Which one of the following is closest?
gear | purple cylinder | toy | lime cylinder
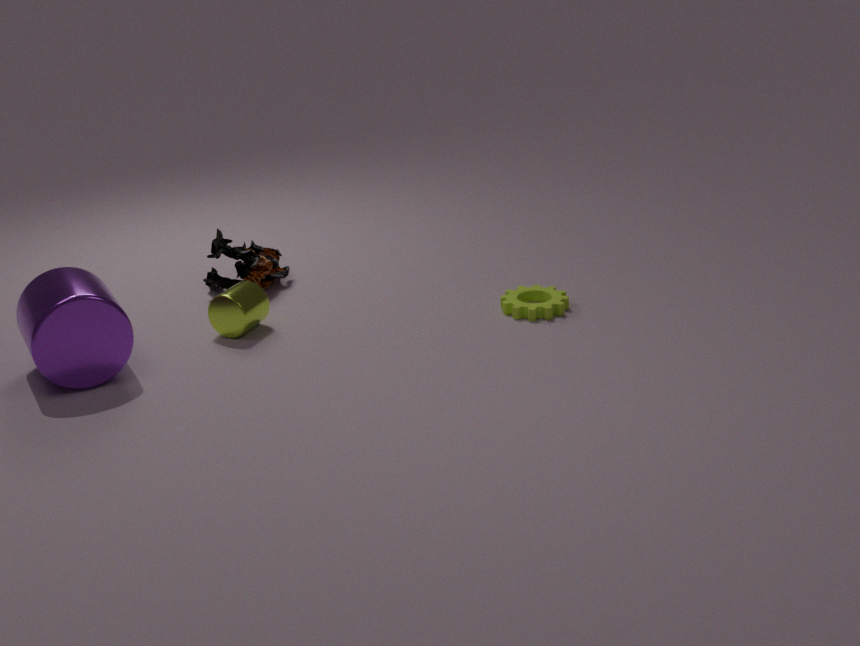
purple cylinder
